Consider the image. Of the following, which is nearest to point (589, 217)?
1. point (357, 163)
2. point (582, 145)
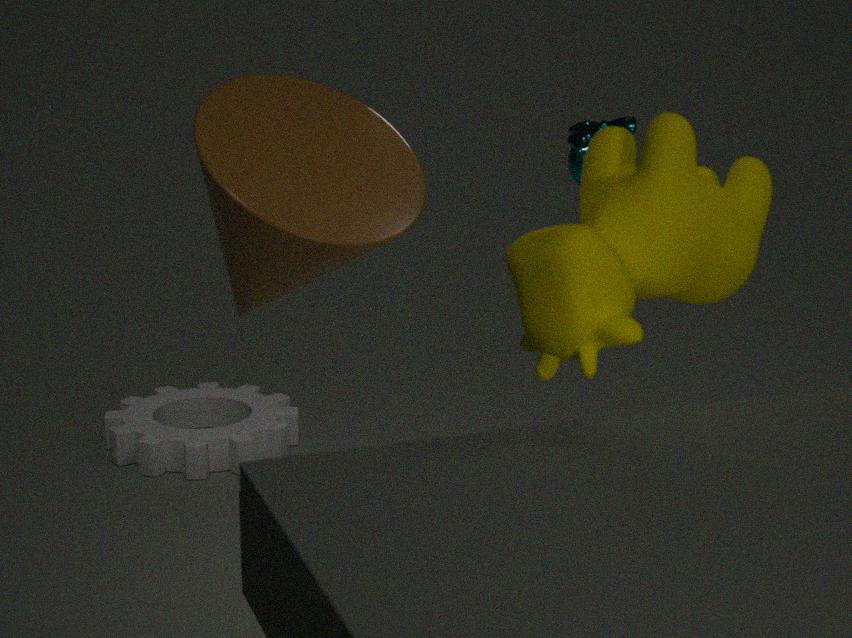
point (357, 163)
